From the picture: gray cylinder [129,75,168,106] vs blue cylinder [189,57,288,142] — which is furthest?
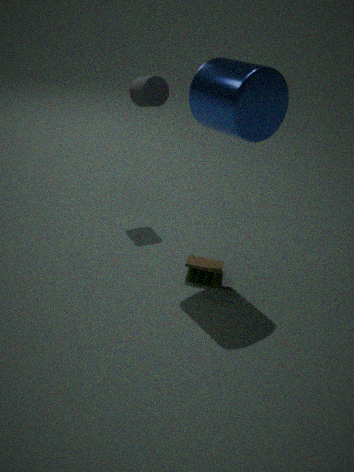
gray cylinder [129,75,168,106]
